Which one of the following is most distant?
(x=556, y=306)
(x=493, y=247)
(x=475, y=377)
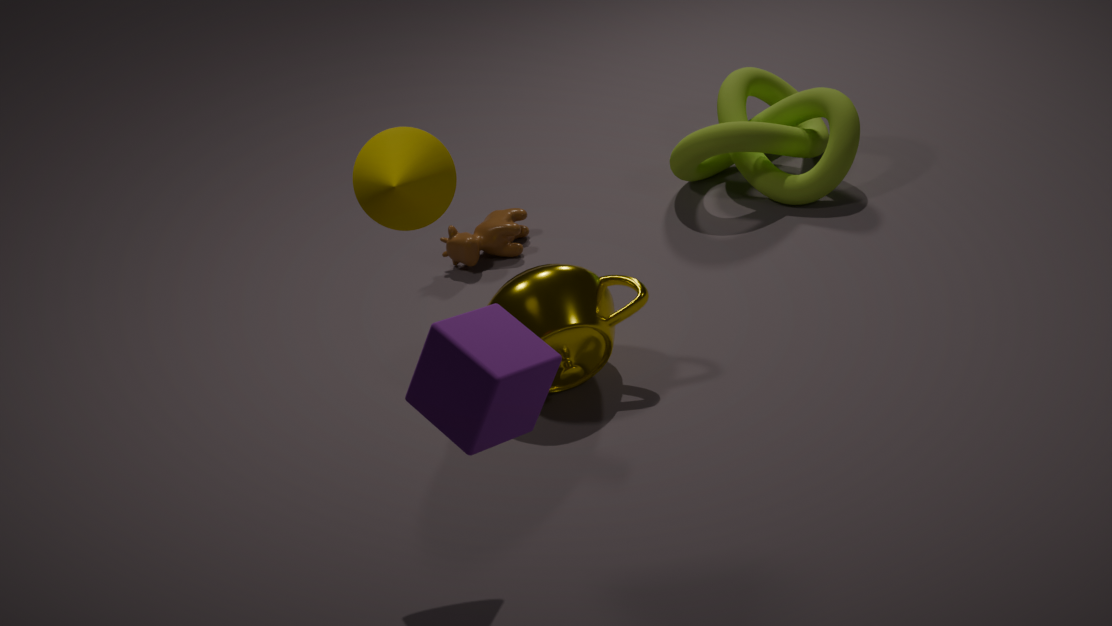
(x=493, y=247)
